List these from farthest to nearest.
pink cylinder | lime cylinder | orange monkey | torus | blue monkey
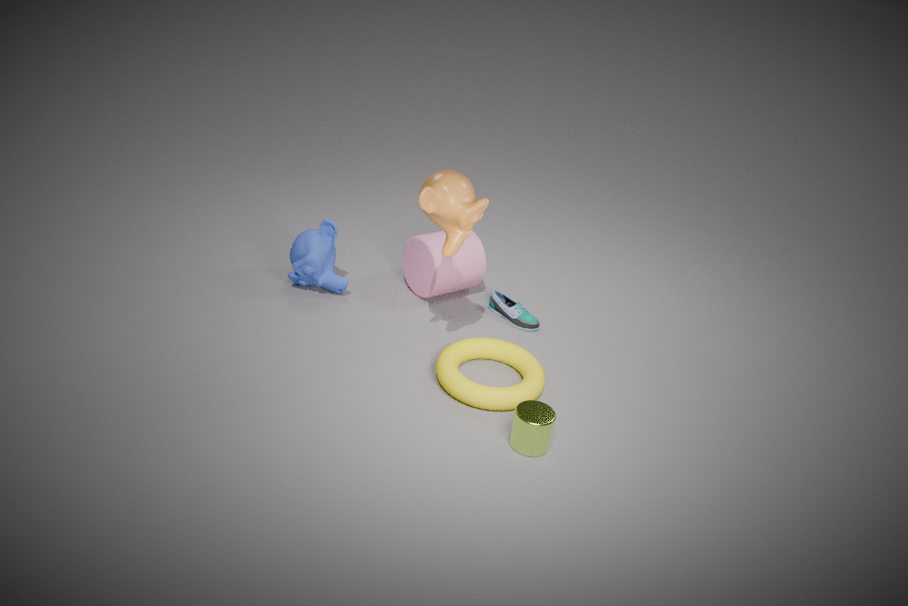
pink cylinder
blue monkey
torus
orange monkey
lime cylinder
